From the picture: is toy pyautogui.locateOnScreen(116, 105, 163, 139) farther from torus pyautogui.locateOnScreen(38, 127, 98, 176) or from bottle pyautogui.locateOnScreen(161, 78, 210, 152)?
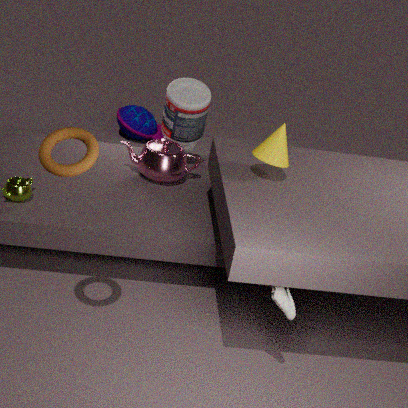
torus pyautogui.locateOnScreen(38, 127, 98, 176)
